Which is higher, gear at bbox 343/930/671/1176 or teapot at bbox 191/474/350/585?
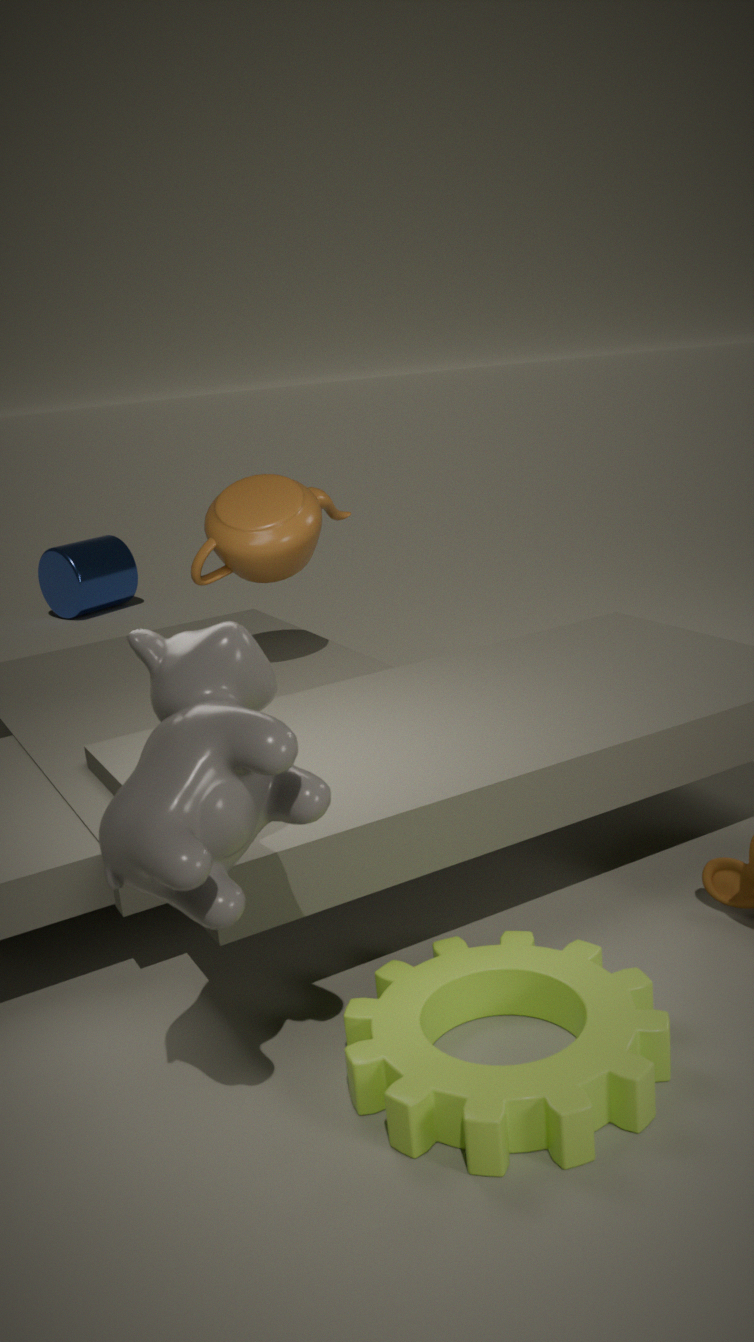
teapot at bbox 191/474/350/585
